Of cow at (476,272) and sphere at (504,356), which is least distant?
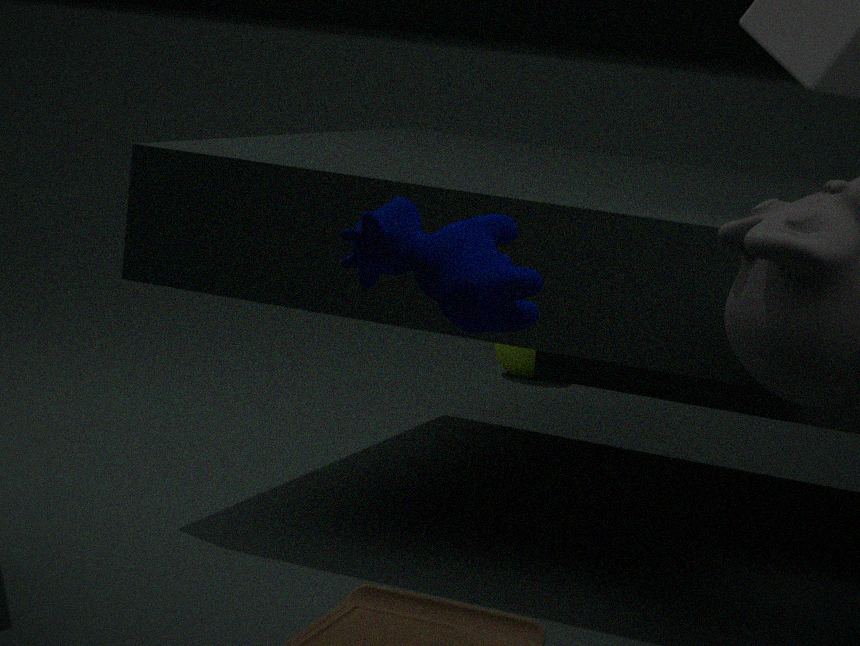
cow at (476,272)
